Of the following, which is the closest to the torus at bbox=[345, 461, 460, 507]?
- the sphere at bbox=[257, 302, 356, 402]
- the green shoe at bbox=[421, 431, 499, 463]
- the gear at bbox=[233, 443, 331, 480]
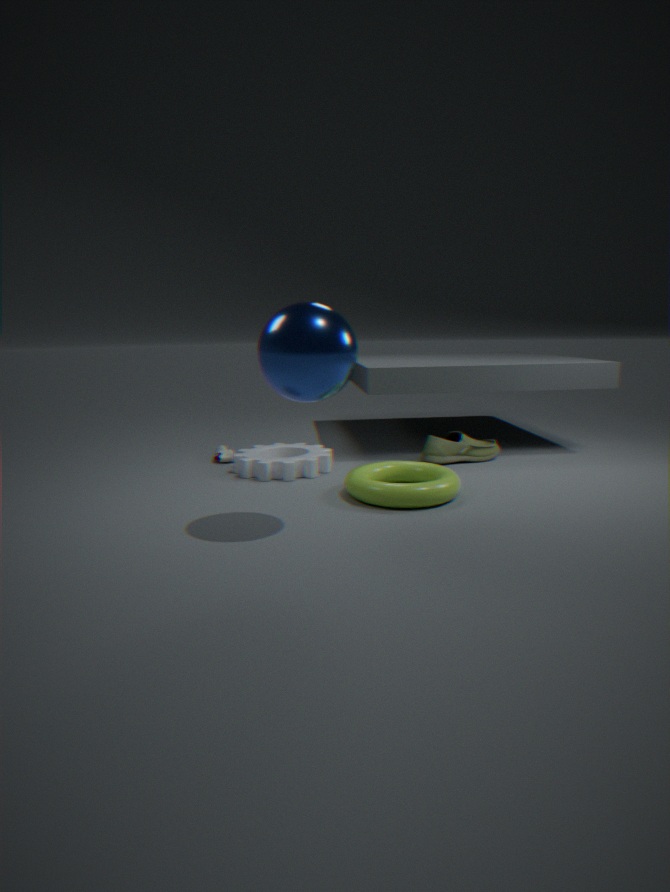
the gear at bbox=[233, 443, 331, 480]
